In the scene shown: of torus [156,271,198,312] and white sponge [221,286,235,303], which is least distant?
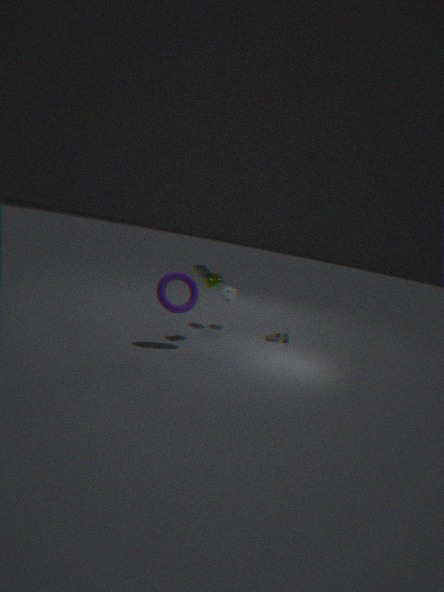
torus [156,271,198,312]
